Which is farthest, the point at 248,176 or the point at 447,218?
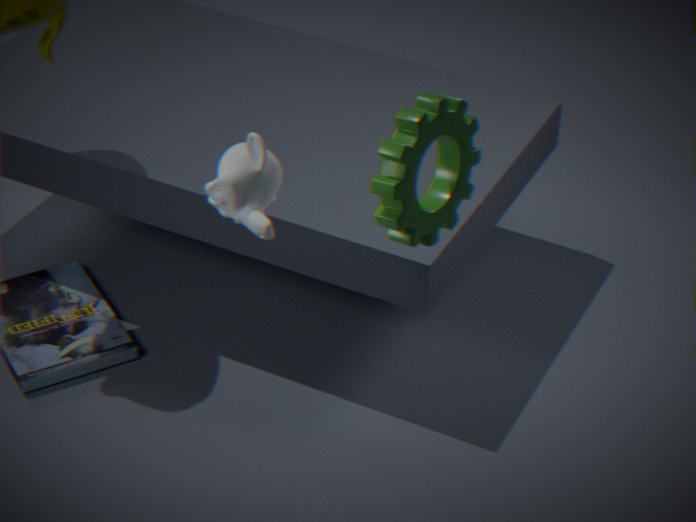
the point at 248,176
